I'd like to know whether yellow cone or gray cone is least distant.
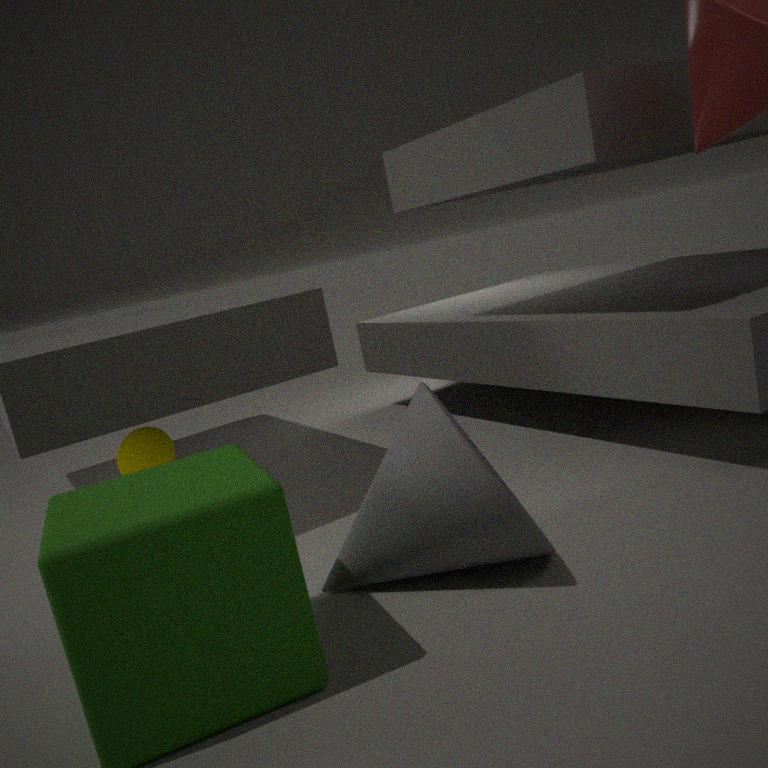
gray cone
